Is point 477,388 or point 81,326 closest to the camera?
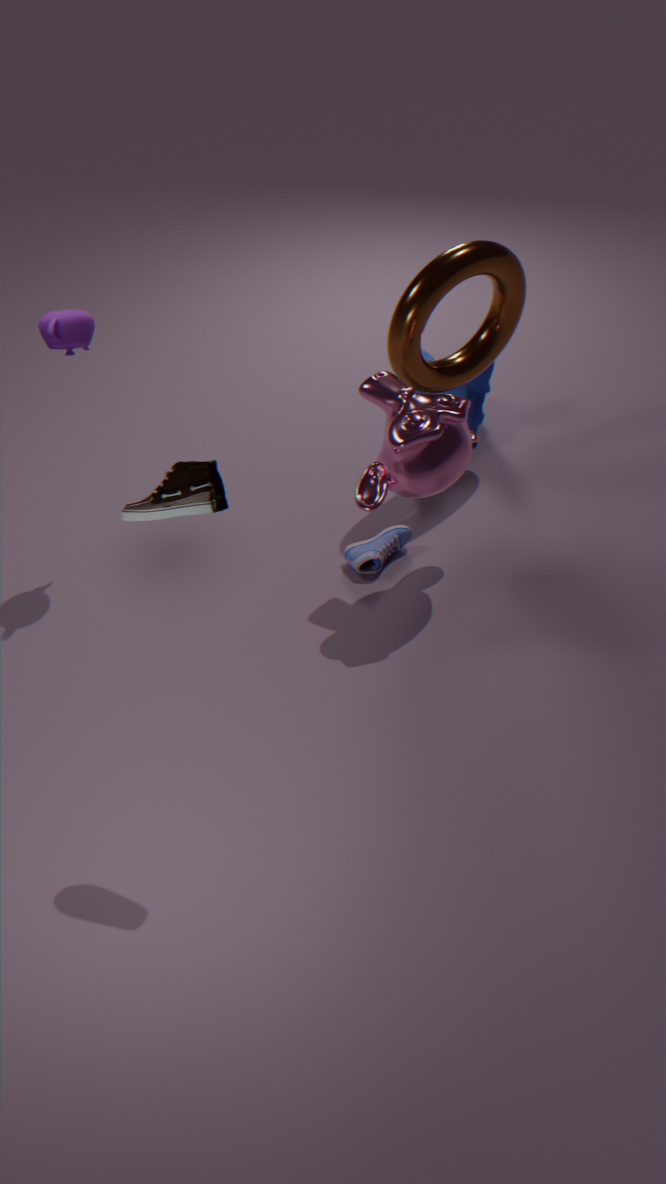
point 81,326
